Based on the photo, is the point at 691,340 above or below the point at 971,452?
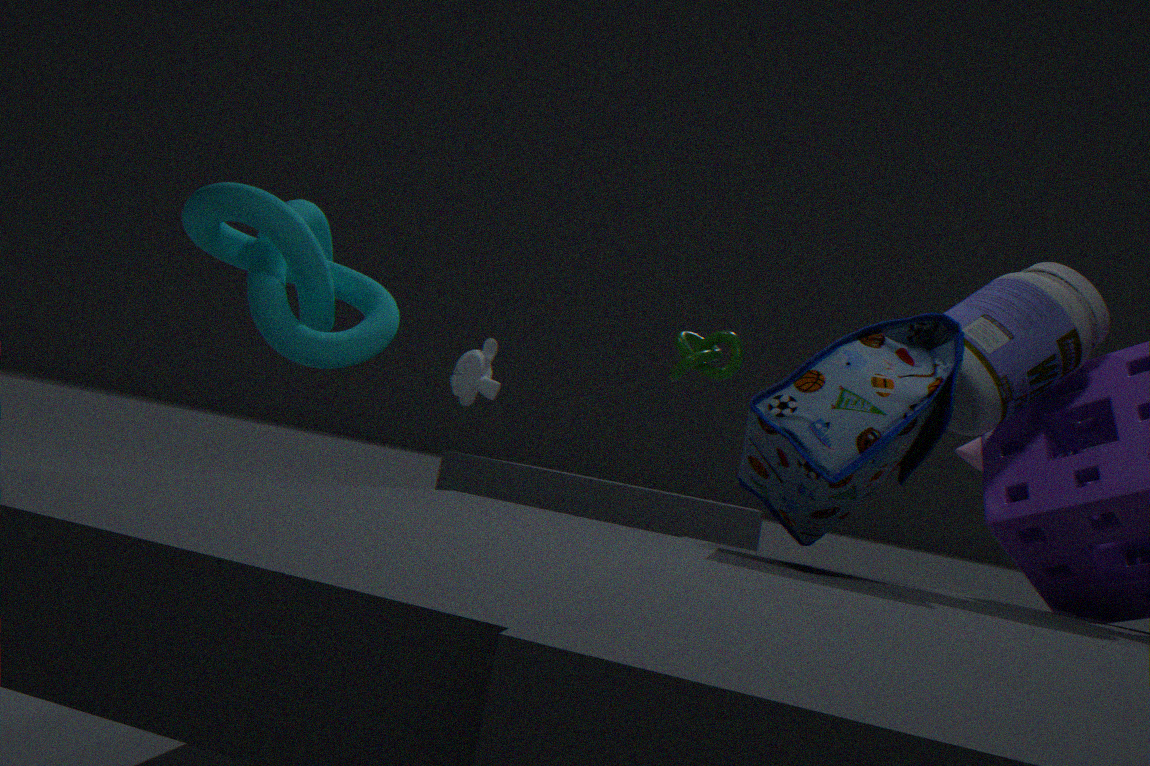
above
